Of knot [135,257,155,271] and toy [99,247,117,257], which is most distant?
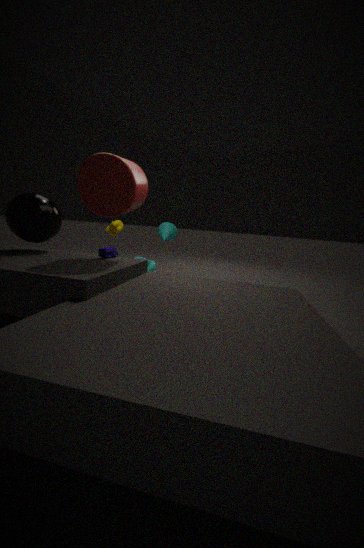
knot [135,257,155,271]
